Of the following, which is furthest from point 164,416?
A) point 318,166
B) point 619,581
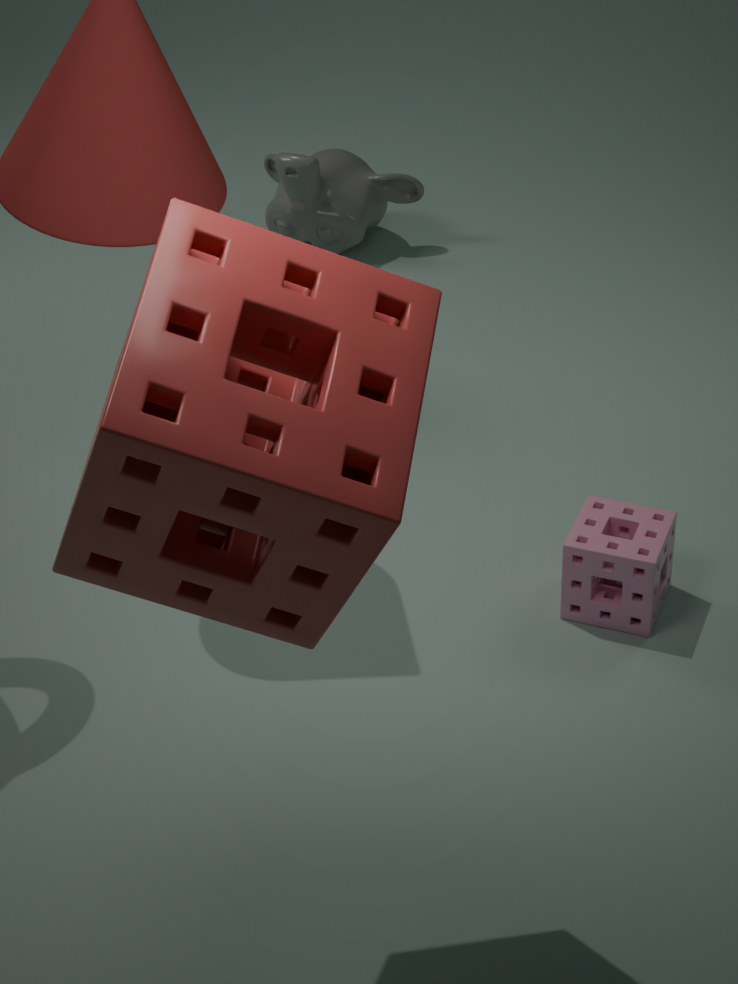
point 318,166
